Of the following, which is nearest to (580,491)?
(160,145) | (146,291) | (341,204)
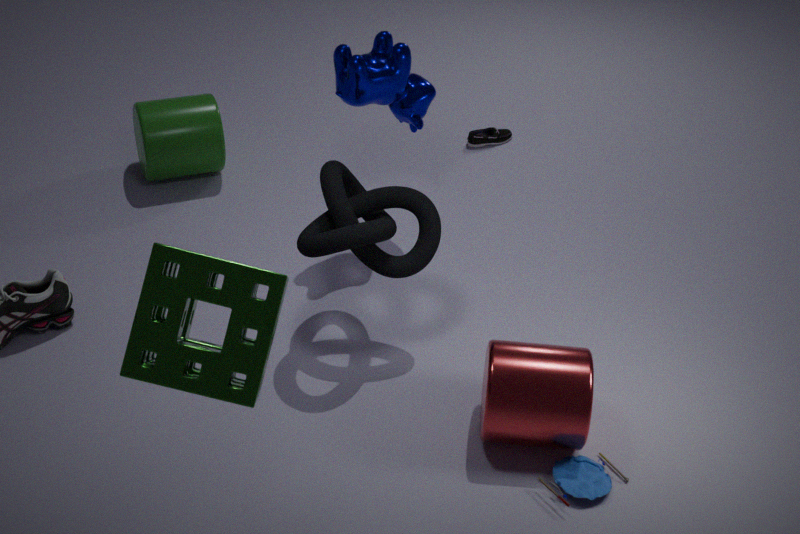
(341,204)
